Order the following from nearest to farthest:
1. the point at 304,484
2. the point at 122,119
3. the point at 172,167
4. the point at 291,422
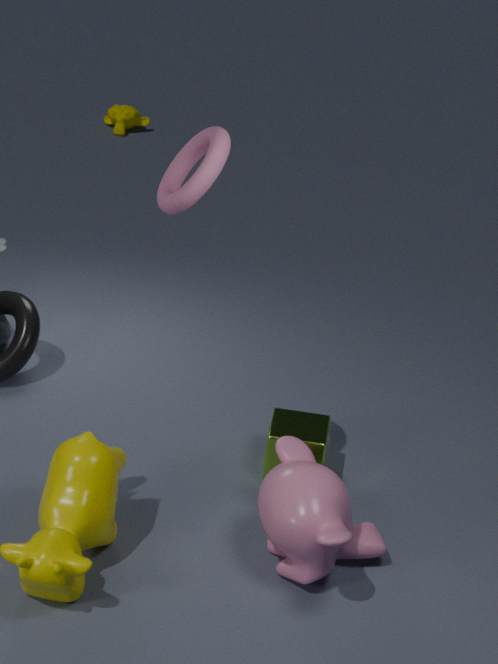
the point at 304,484
the point at 172,167
the point at 291,422
the point at 122,119
